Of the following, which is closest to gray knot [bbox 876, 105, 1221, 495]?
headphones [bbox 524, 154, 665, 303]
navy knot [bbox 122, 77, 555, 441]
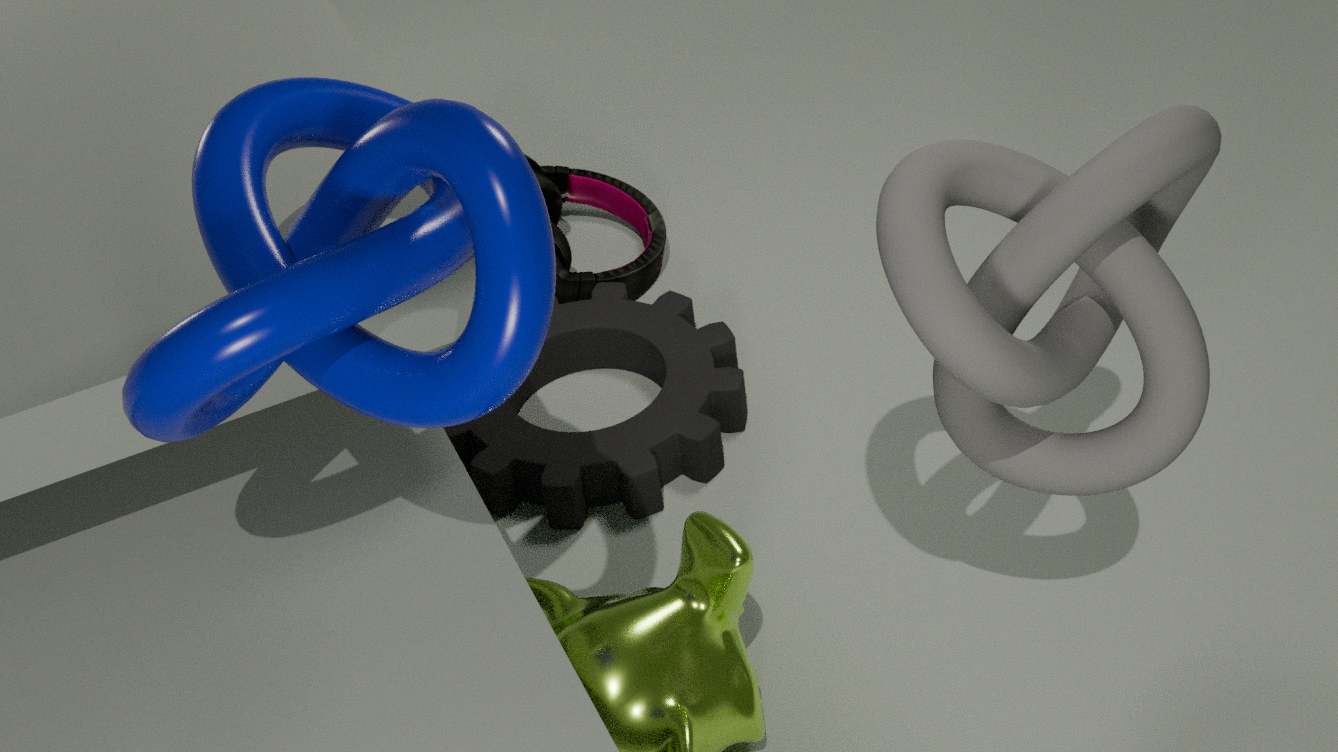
navy knot [bbox 122, 77, 555, 441]
